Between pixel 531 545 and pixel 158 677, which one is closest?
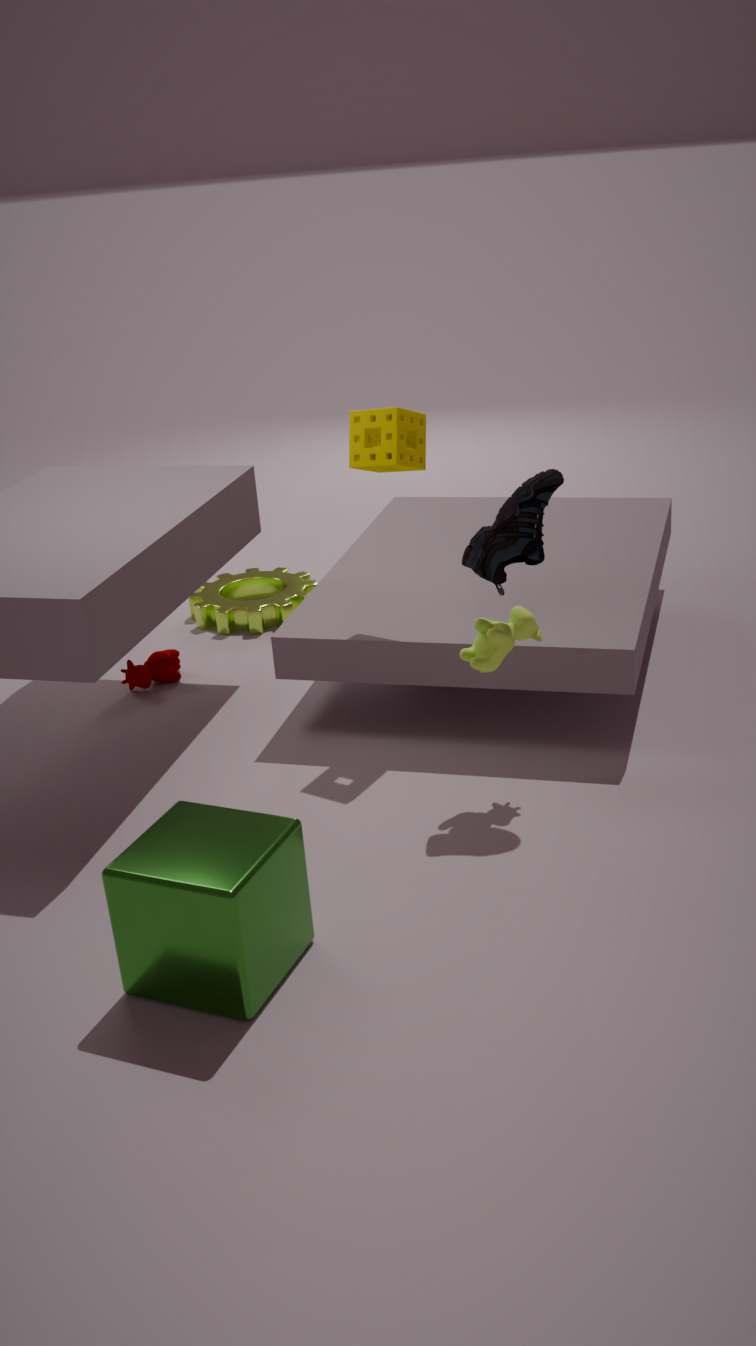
pixel 531 545
